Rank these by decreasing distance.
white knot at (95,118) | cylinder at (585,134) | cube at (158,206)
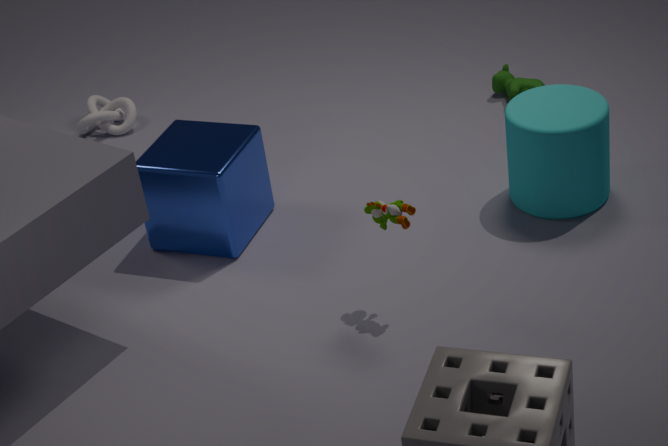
white knot at (95,118), cube at (158,206), cylinder at (585,134)
